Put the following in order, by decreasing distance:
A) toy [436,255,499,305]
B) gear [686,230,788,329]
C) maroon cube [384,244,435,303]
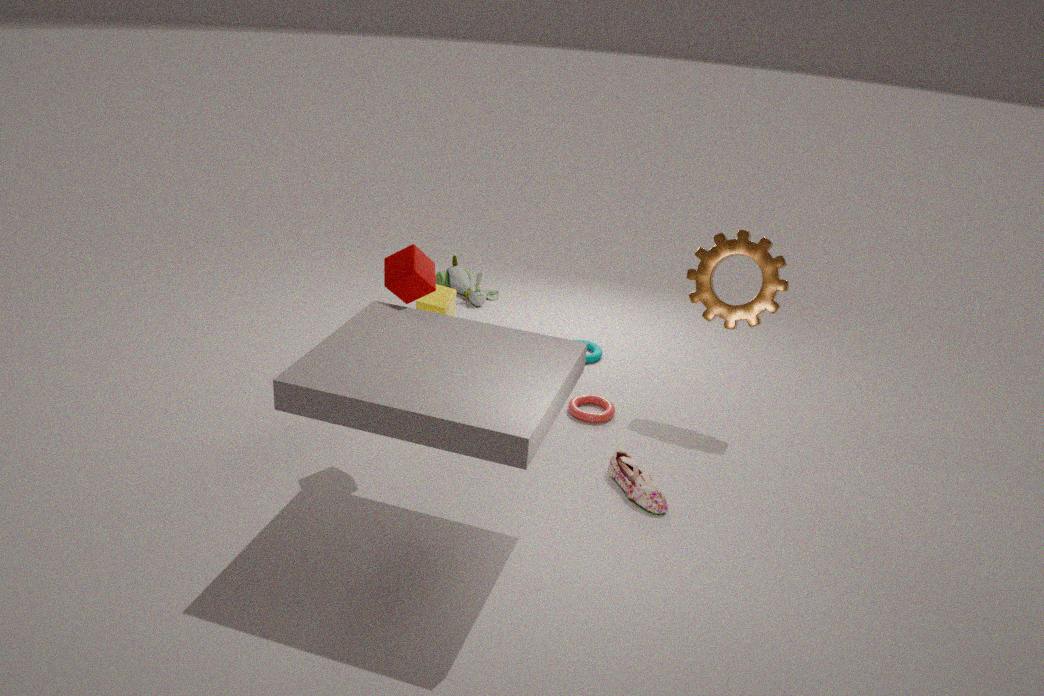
toy [436,255,499,305] < gear [686,230,788,329] < maroon cube [384,244,435,303]
